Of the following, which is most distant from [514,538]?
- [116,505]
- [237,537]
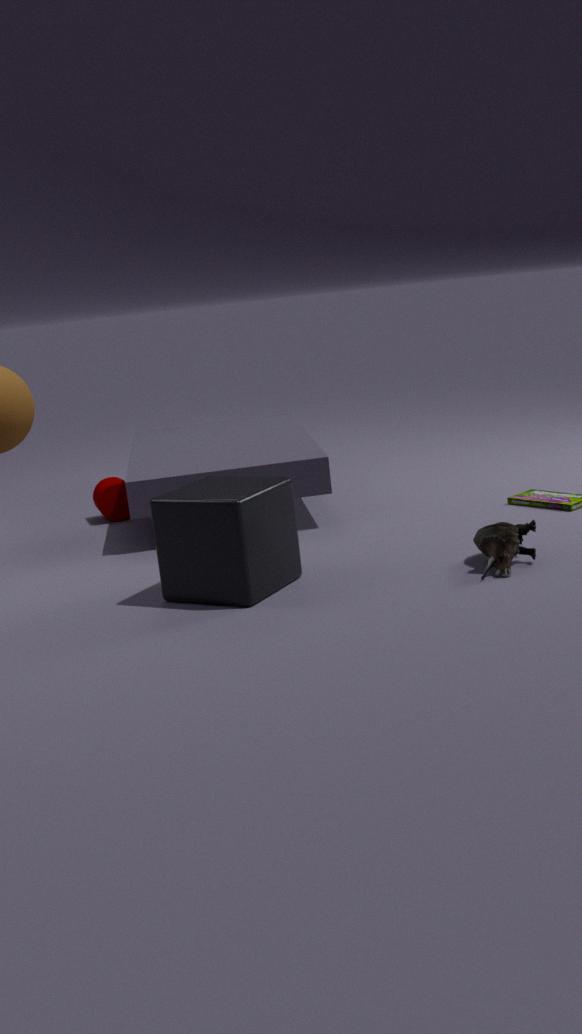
[116,505]
